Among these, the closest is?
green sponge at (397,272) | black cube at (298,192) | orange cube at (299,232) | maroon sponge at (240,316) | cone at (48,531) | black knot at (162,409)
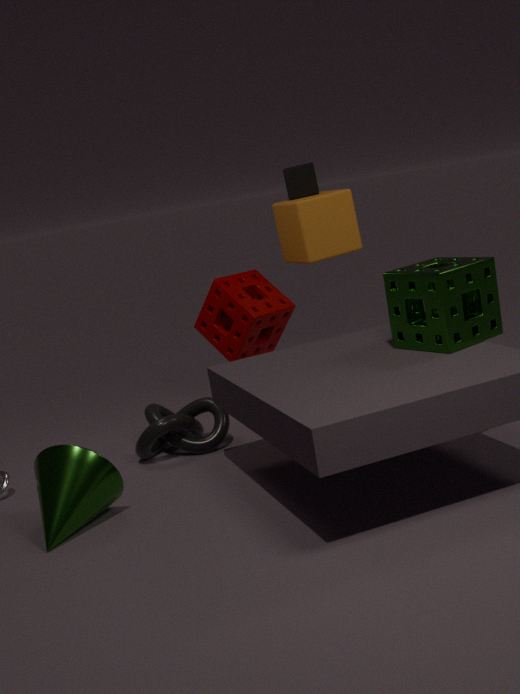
green sponge at (397,272)
